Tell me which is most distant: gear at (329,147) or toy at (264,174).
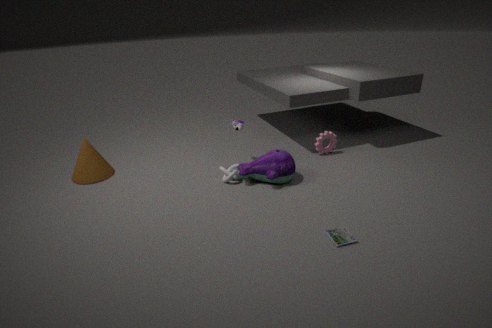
gear at (329,147)
